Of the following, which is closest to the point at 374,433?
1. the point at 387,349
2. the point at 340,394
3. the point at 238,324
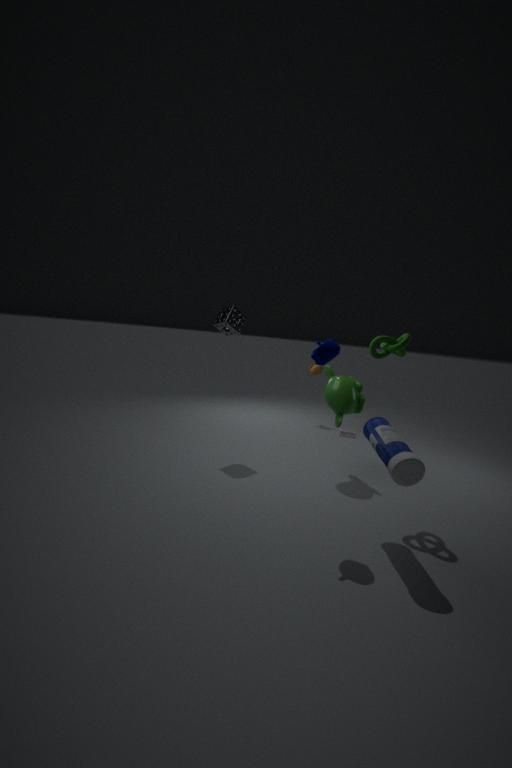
the point at 387,349
